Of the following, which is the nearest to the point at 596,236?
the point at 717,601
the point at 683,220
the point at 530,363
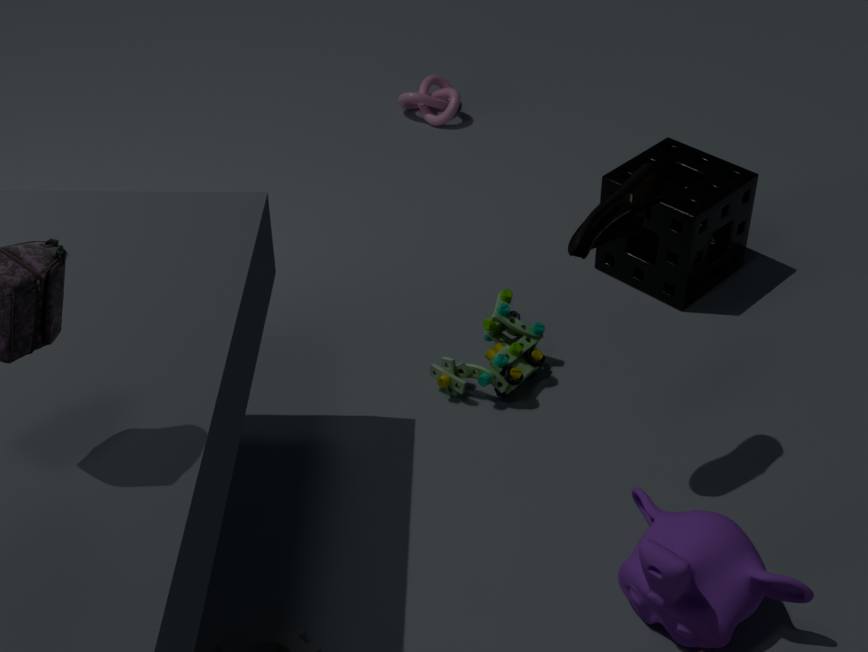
the point at 530,363
